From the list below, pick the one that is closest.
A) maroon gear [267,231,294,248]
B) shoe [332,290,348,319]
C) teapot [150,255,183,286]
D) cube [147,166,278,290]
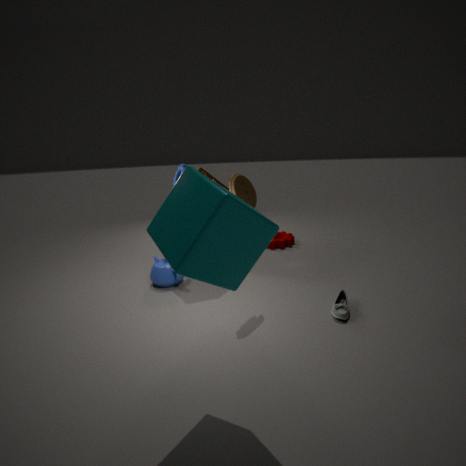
D. cube [147,166,278,290]
